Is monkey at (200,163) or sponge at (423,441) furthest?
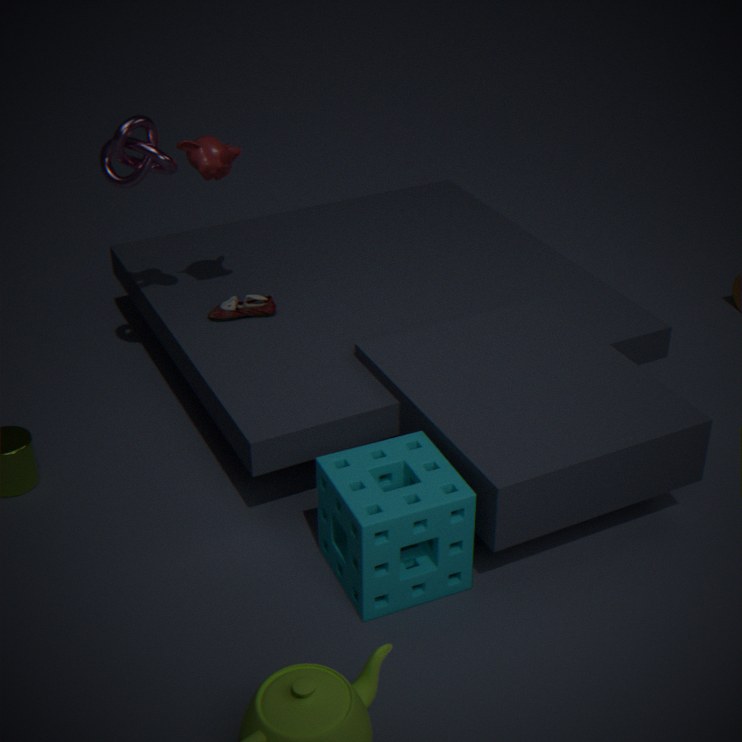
monkey at (200,163)
